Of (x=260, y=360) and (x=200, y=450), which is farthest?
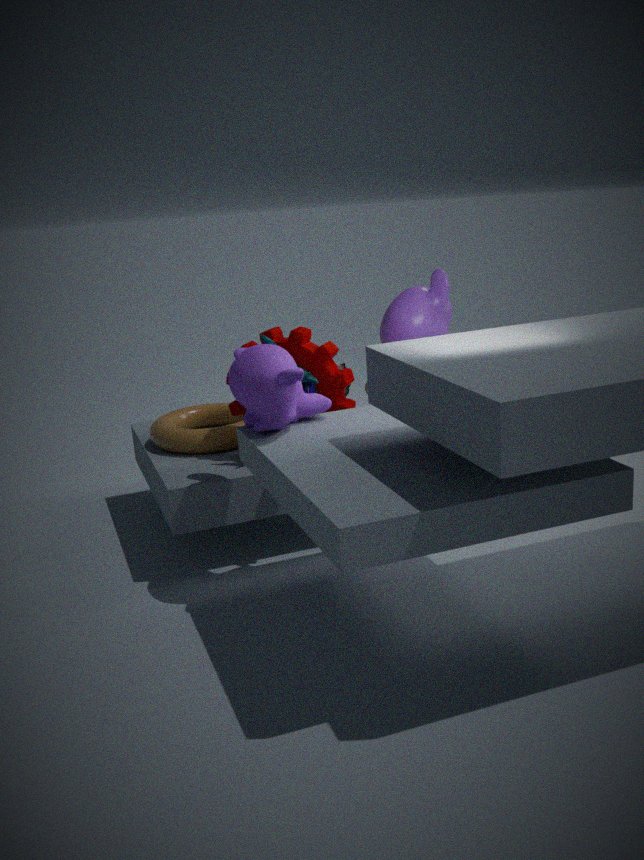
(x=200, y=450)
